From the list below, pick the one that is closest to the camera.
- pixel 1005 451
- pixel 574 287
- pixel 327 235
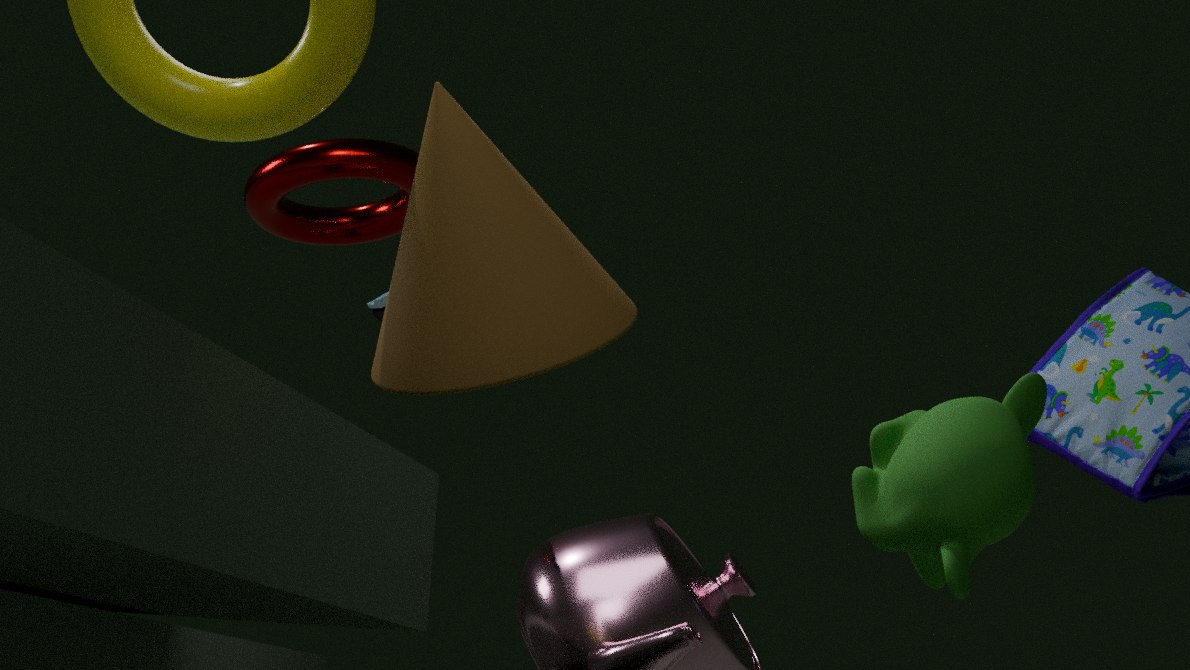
pixel 574 287
